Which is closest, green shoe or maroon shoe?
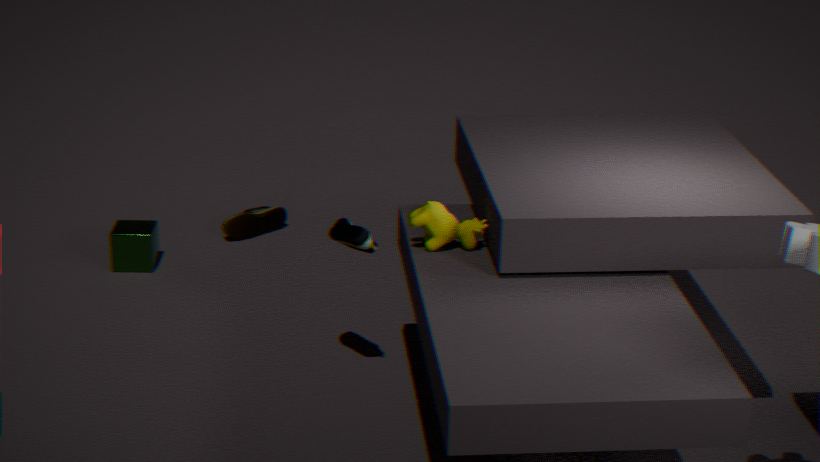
green shoe
